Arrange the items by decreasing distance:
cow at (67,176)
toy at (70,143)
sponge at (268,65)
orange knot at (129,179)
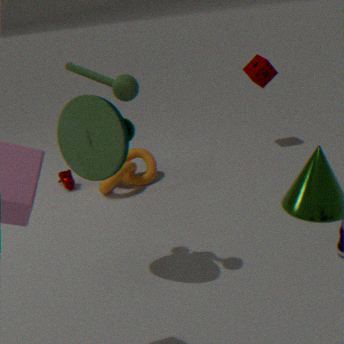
sponge at (268,65) → cow at (67,176) → orange knot at (129,179) → toy at (70,143)
